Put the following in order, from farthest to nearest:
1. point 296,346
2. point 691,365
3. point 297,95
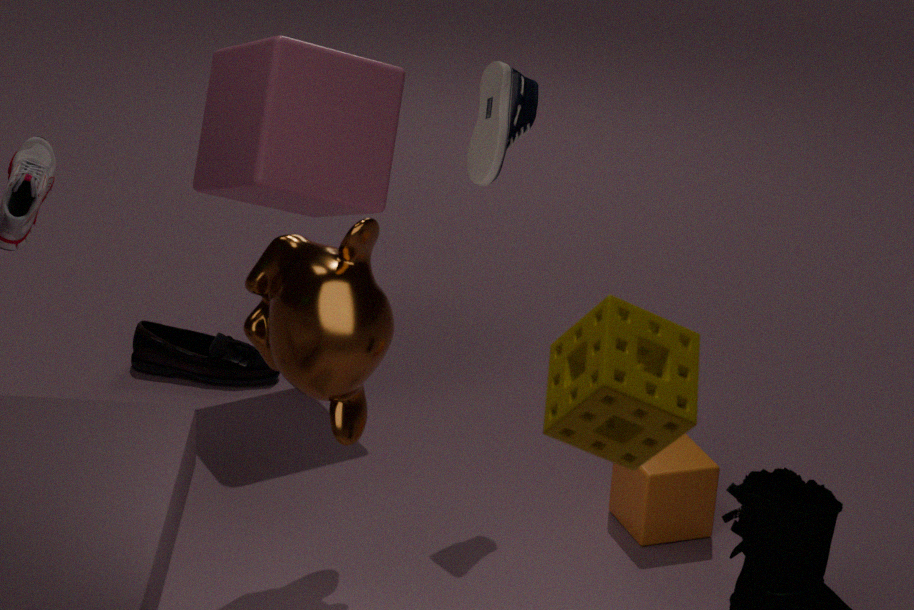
point 297,95, point 296,346, point 691,365
